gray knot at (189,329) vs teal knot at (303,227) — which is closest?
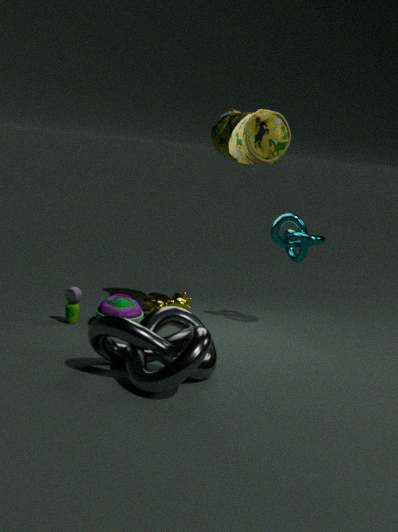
gray knot at (189,329)
